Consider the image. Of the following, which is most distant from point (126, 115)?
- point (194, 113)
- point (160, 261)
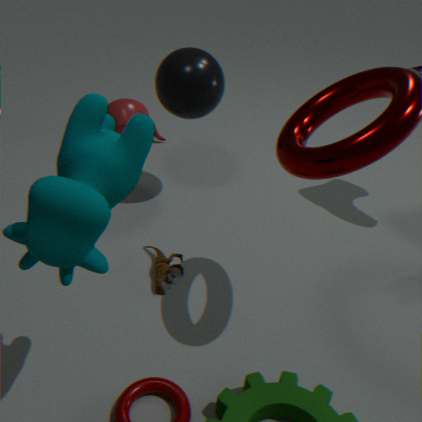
point (160, 261)
